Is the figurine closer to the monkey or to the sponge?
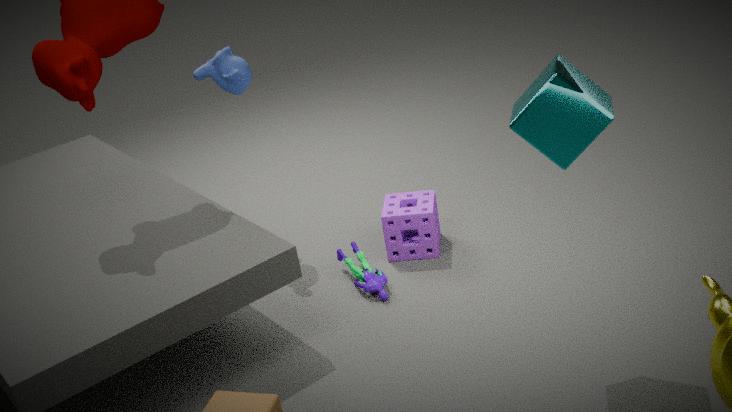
the sponge
